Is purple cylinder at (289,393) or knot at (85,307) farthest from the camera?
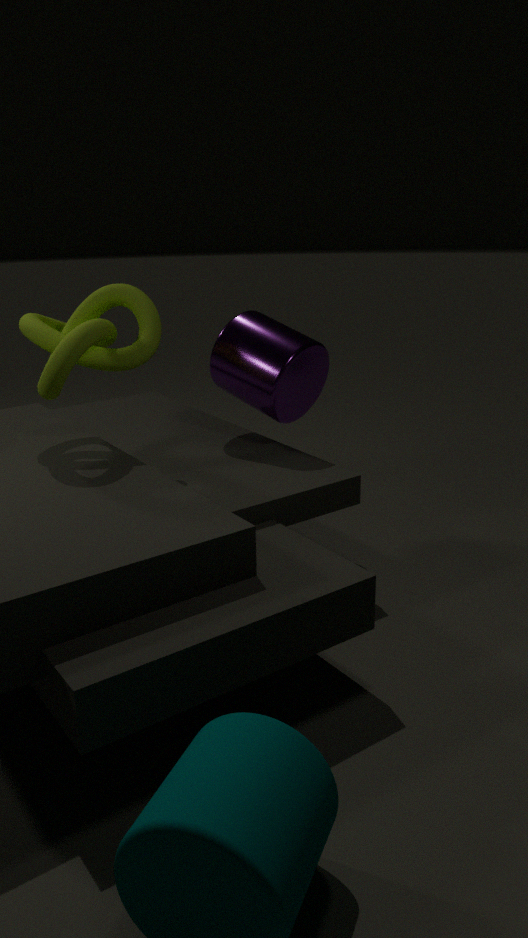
purple cylinder at (289,393)
